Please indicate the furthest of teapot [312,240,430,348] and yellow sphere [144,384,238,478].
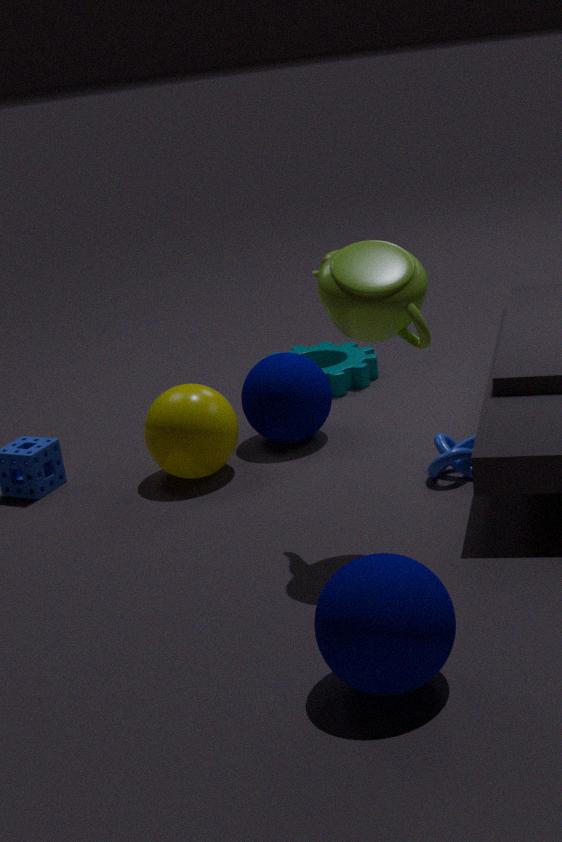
yellow sphere [144,384,238,478]
